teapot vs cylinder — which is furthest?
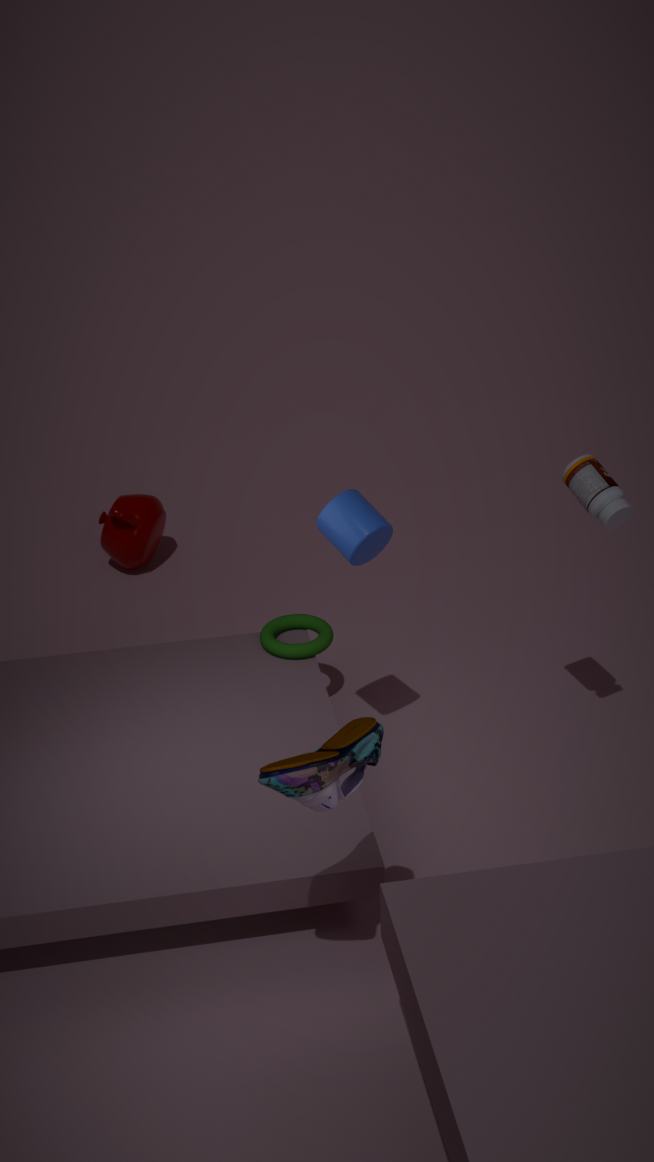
teapot
